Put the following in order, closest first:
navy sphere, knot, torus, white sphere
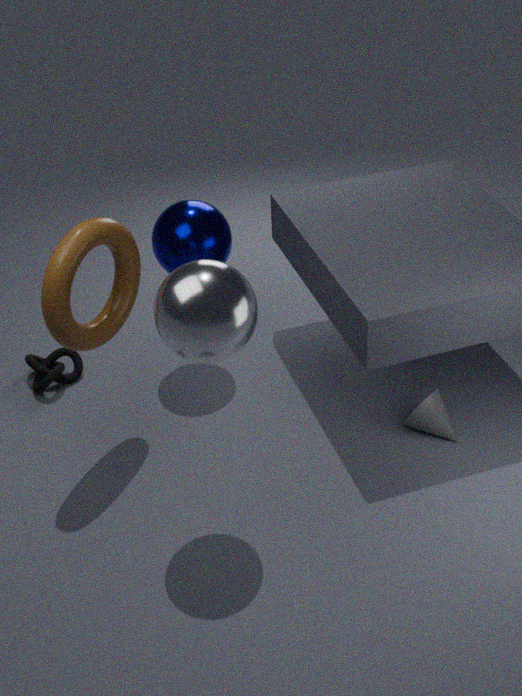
white sphere, torus, navy sphere, knot
